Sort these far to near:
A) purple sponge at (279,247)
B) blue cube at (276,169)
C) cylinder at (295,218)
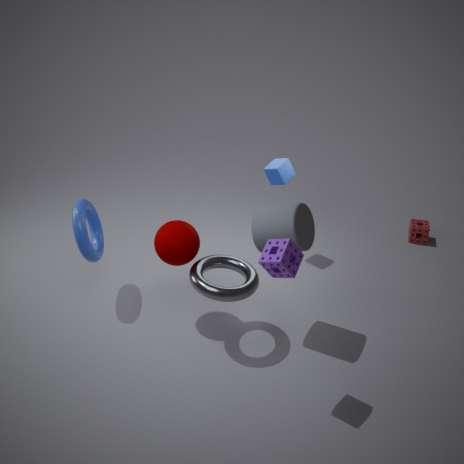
blue cube at (276,169), cylinder at (295,218), purple sponge at (279,247)
